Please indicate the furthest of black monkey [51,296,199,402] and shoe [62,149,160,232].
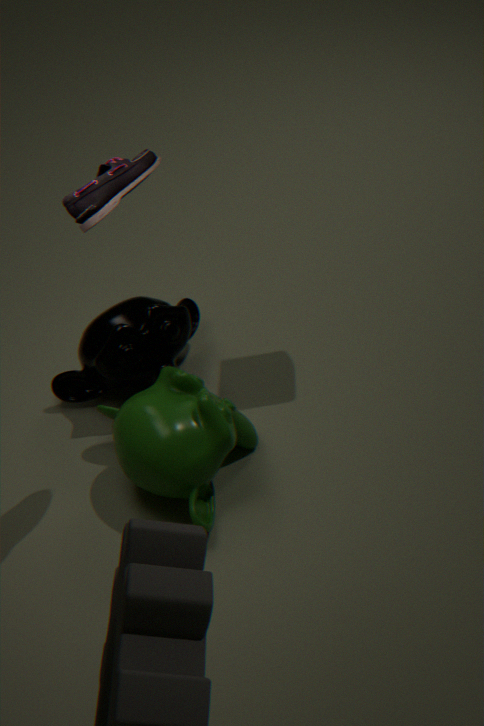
black monkey [51,296,199,402]
